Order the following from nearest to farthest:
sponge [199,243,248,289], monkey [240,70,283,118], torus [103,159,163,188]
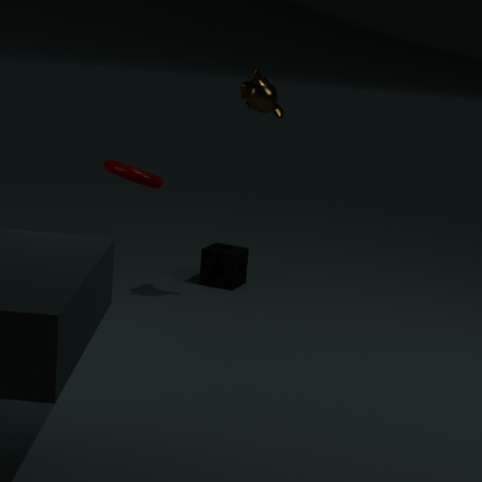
torus [103,159,163,188], monkey [240,70,283,118], sponge [199,243,248,289]
